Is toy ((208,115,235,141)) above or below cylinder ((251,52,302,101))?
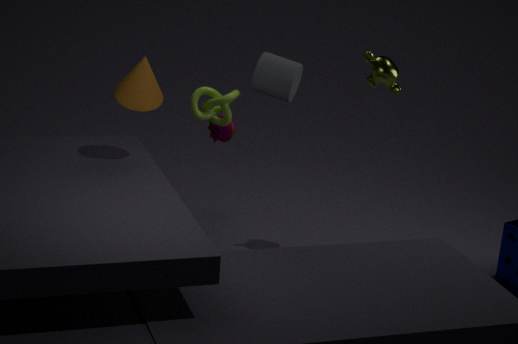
below
